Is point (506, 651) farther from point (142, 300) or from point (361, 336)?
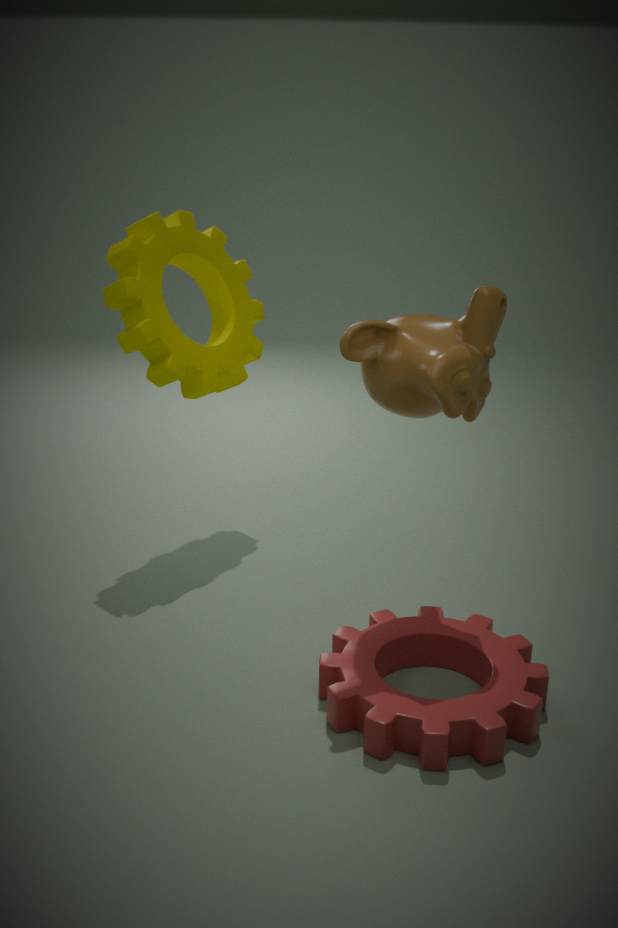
point (142, 300)
